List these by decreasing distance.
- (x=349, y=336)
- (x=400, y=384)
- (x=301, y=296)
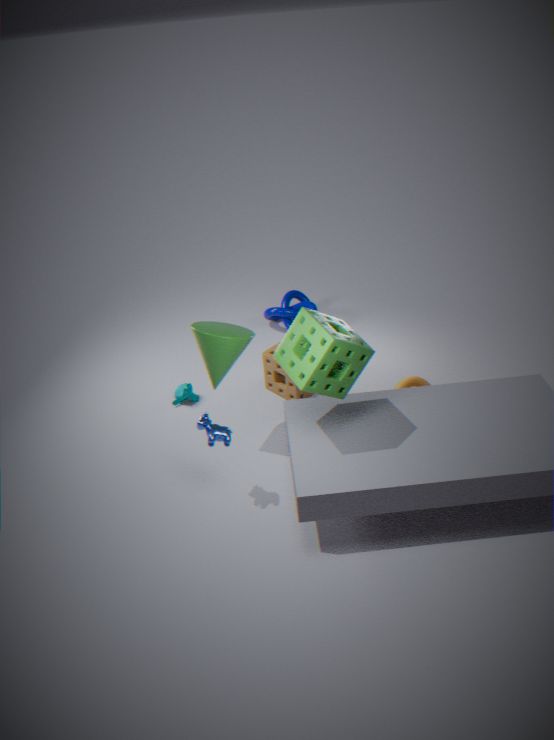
1. (x=301, y=296)
2. (x=400, y=384)
3. (x=349, y=336)
